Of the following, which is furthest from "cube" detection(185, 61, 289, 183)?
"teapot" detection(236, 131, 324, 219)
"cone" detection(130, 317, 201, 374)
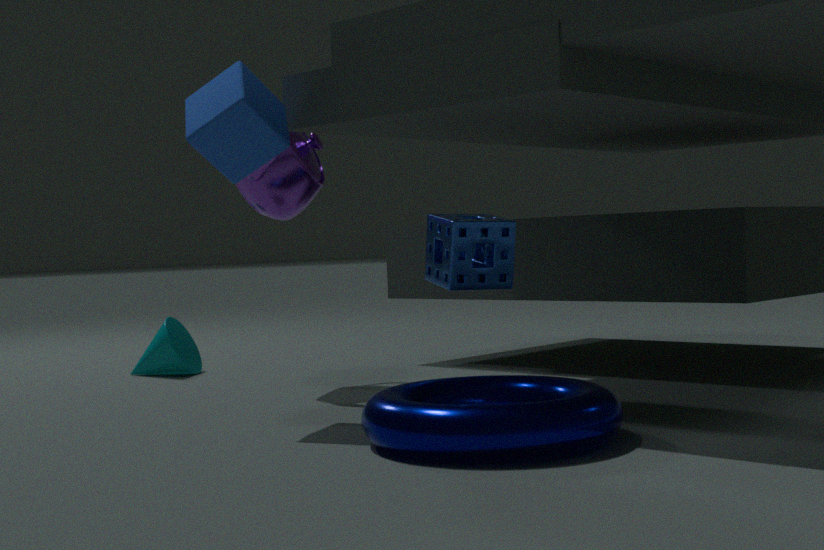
"cone" detection(130, 317, 201, 374)
